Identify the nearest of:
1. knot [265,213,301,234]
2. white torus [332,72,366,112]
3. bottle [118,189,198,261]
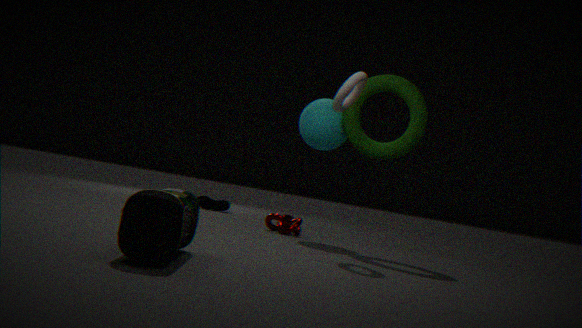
bottle [118,189,198,261]
